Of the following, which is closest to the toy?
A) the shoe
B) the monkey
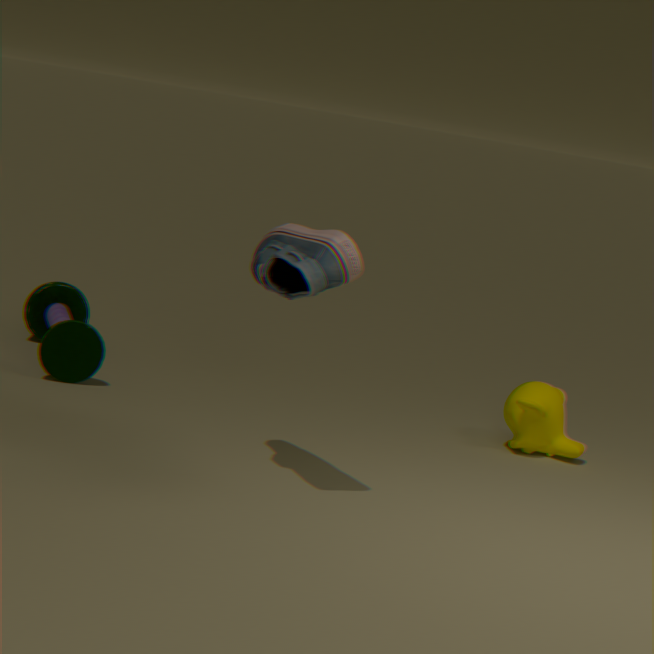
the shoe
